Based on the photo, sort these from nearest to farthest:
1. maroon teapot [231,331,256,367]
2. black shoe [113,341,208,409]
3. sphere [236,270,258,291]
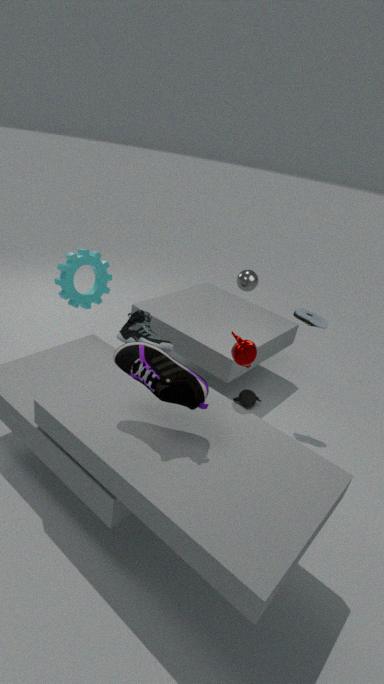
black shoe [113,341,208,409], maroon teapot [231,331,256,367], sphere [236,270,258,291]
